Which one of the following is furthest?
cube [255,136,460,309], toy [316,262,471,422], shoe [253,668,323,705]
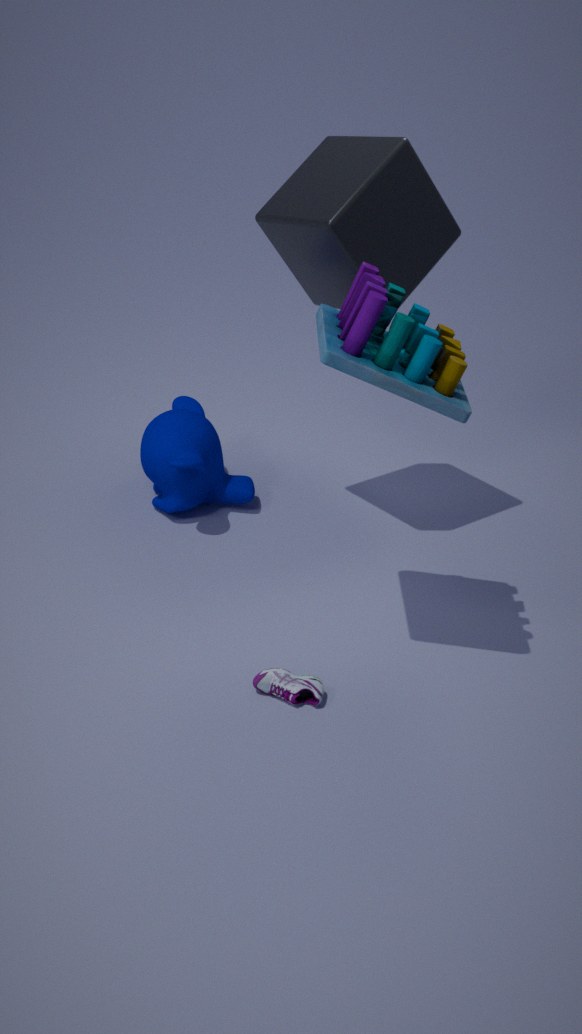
cube [255,136,460,309]
